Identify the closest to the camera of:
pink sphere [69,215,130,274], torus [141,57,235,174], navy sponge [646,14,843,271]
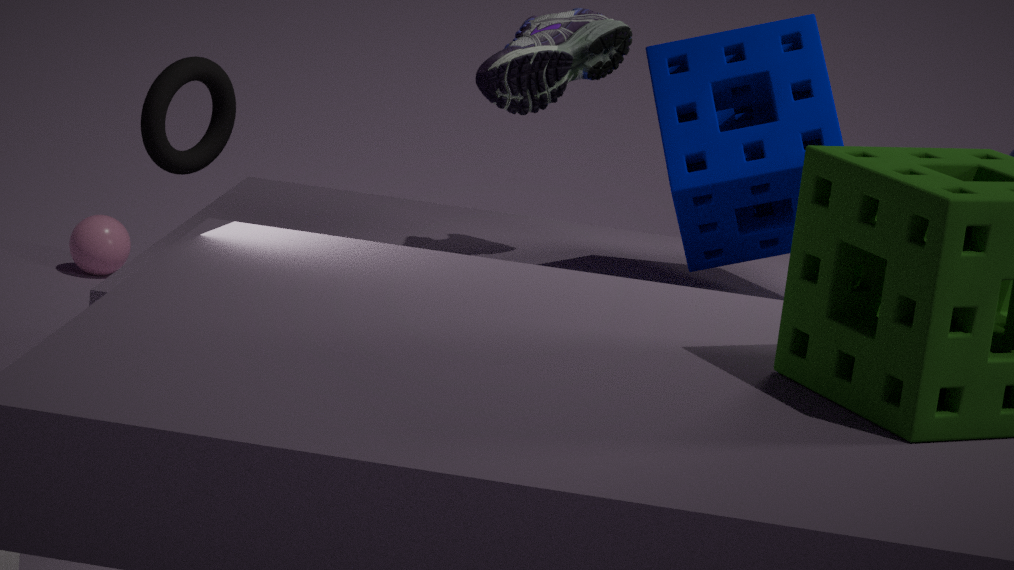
navy sponge [646,14,843,271]
